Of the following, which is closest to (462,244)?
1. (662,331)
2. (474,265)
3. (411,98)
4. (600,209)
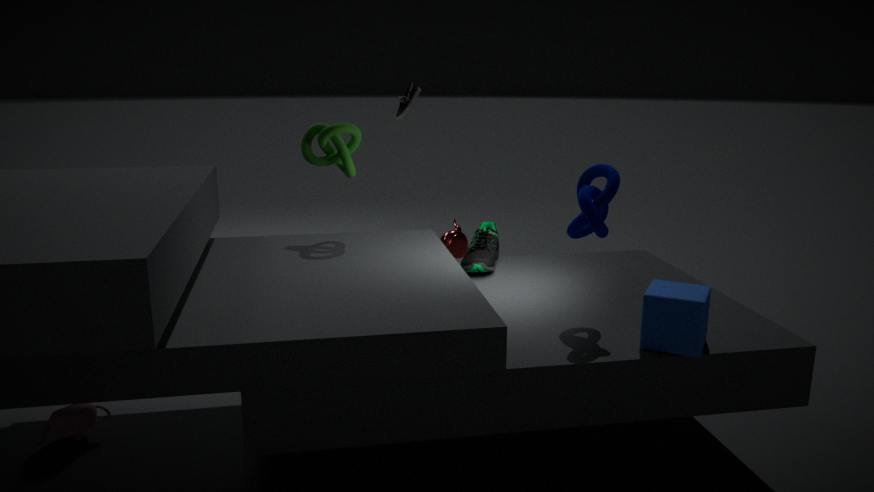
(474,265)
